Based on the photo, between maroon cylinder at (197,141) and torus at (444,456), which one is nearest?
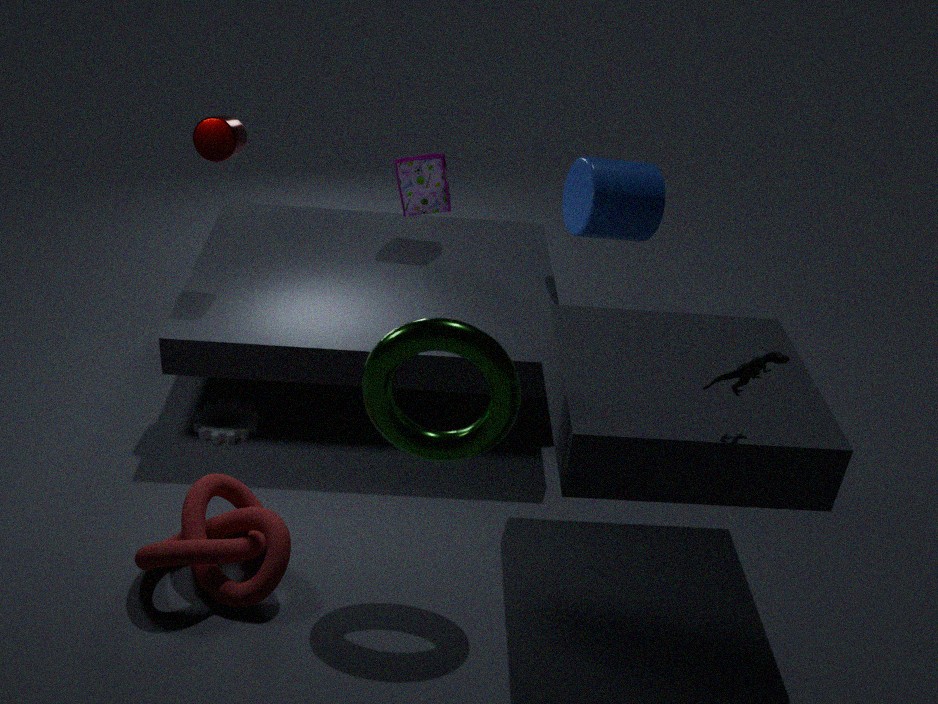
torus at (444,456)
